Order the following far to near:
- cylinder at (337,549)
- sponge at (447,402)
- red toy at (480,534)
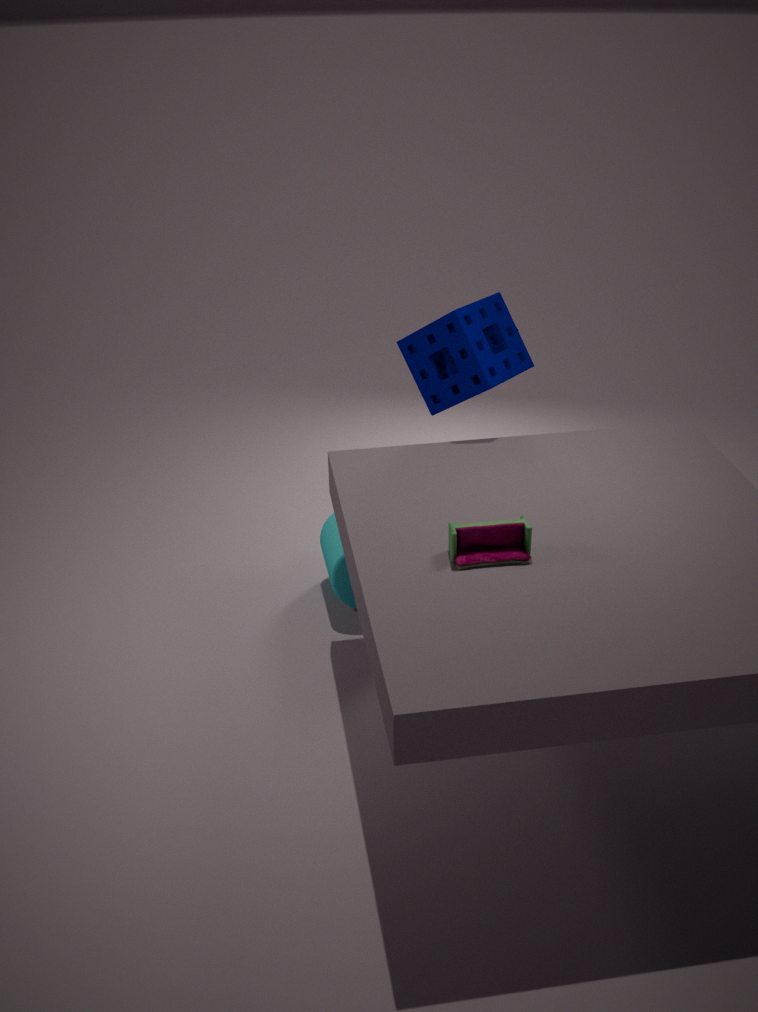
1. cylinder at (337,549)
2. sponge at (447,402)
3. red toy at (480,534)
